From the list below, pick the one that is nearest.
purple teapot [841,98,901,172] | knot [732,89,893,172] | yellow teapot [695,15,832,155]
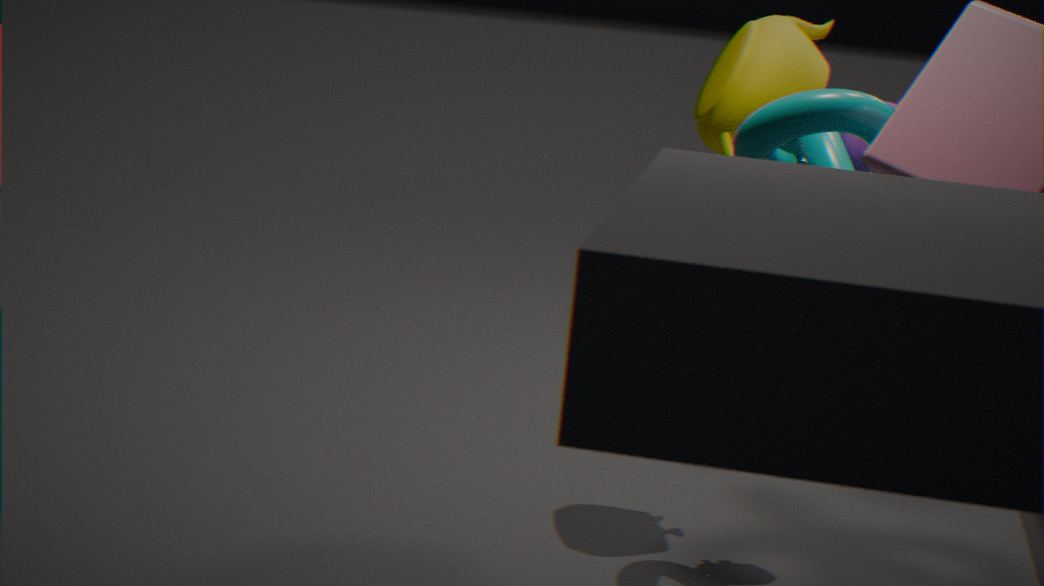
knot [732,89,893,172]
